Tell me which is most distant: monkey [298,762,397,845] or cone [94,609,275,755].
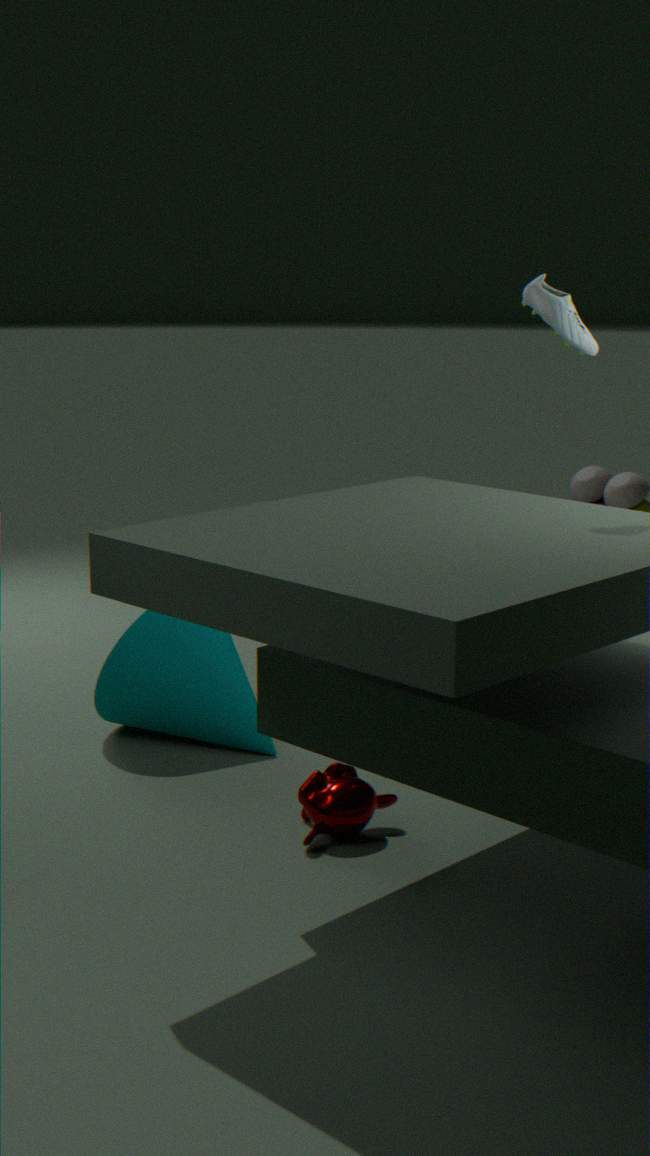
cone [94,609,275,755]
